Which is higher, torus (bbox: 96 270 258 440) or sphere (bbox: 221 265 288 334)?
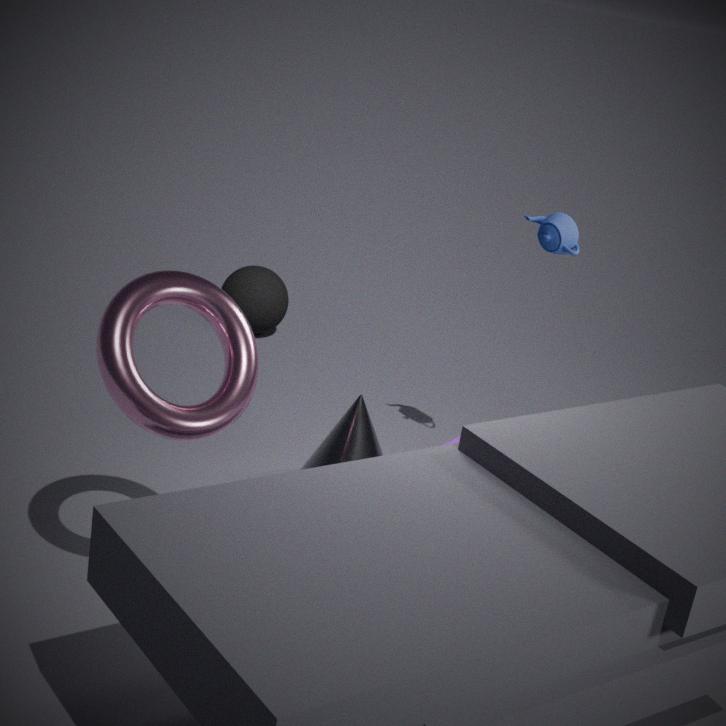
torus (bbox: 96 270 258 440)
